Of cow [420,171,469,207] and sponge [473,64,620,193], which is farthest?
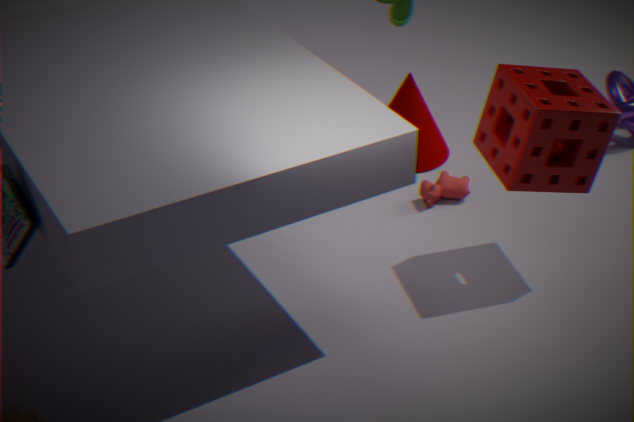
cow [420,171,469,207]
